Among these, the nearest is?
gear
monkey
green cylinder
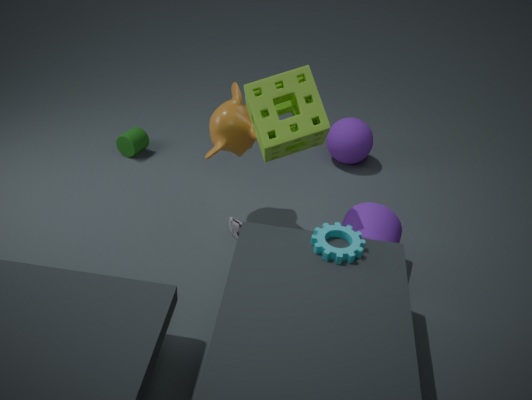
gear
